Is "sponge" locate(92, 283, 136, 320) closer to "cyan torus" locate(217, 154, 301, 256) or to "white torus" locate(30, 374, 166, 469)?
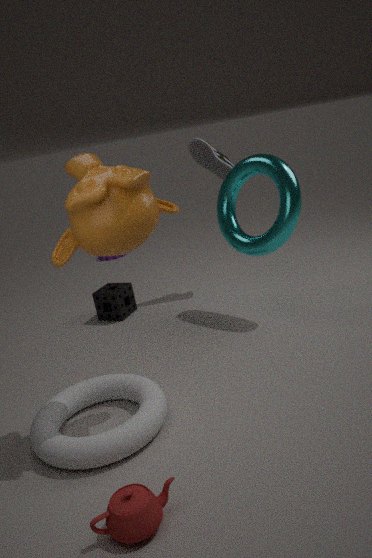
"cyan torus" locate(217, 154, 301, 256)
